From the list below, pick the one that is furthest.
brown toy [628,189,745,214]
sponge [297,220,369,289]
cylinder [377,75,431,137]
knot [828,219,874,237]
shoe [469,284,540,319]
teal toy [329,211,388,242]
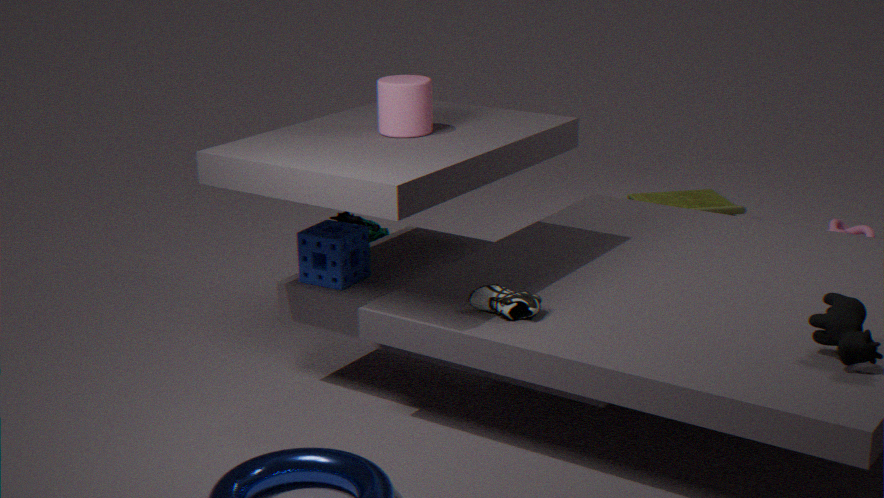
brown toy [628,189,745,214]
